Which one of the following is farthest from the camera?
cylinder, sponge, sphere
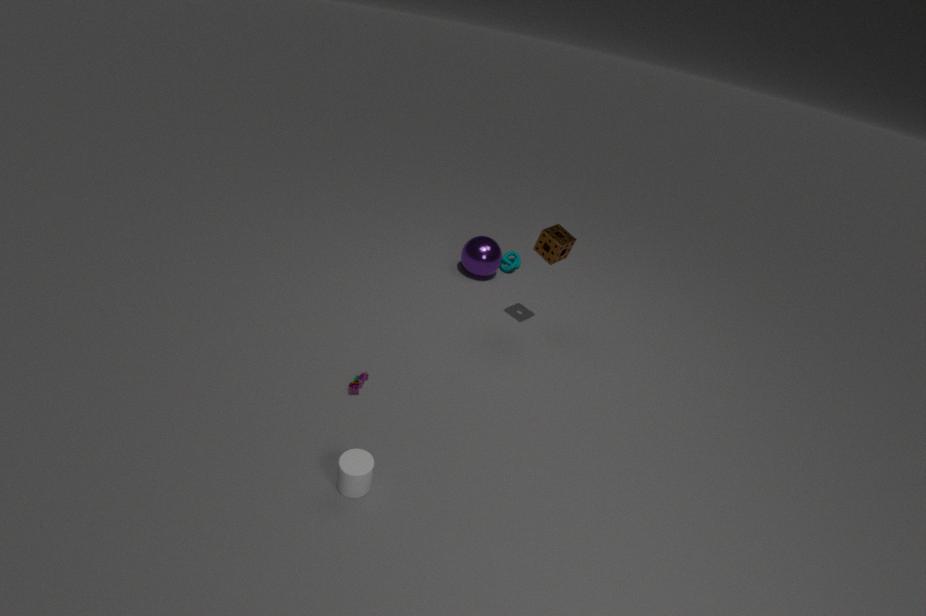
sphere
